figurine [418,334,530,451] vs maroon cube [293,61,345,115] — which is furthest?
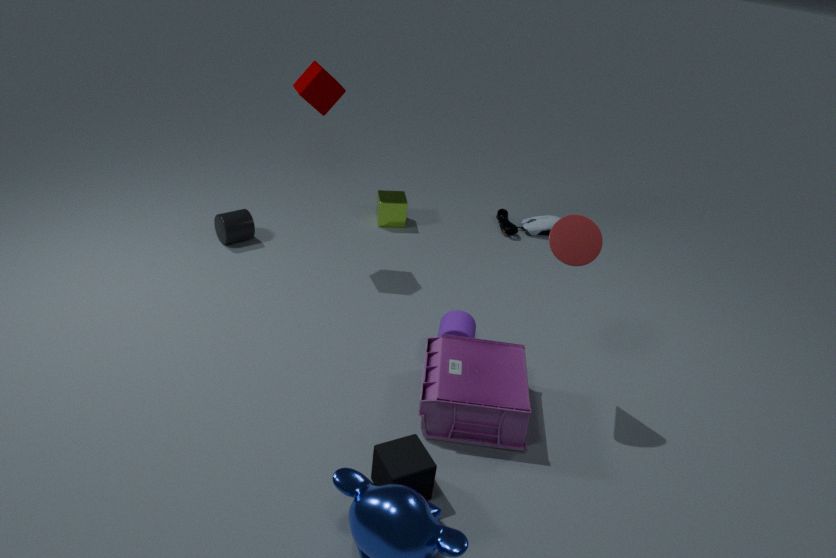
maroon cube [293,61,345,115]
